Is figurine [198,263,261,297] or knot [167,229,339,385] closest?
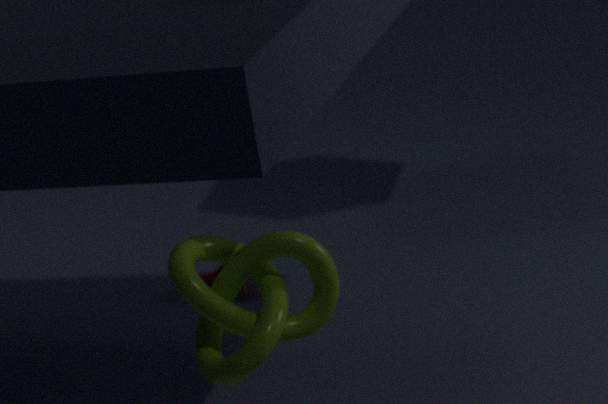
knot [167,229,339,385]
